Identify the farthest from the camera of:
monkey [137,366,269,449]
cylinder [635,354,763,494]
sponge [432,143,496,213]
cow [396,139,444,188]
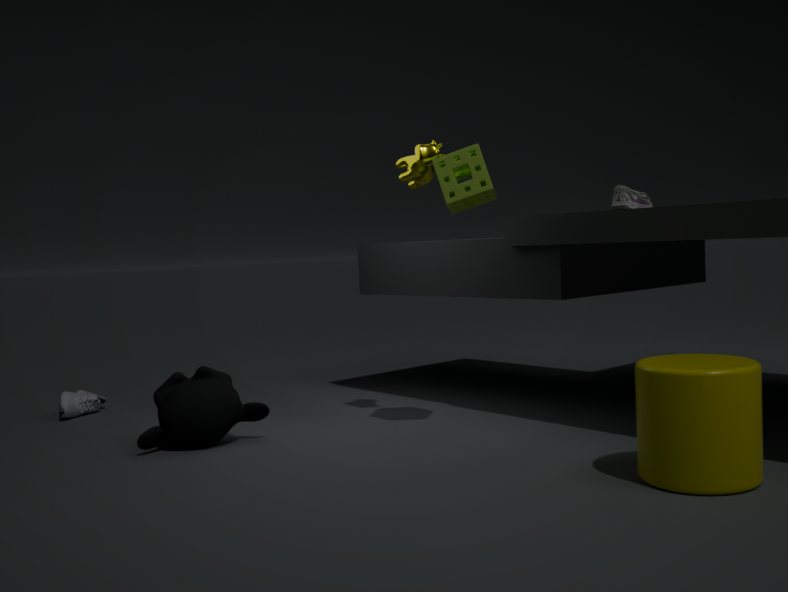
cow [396,139,444,188]
